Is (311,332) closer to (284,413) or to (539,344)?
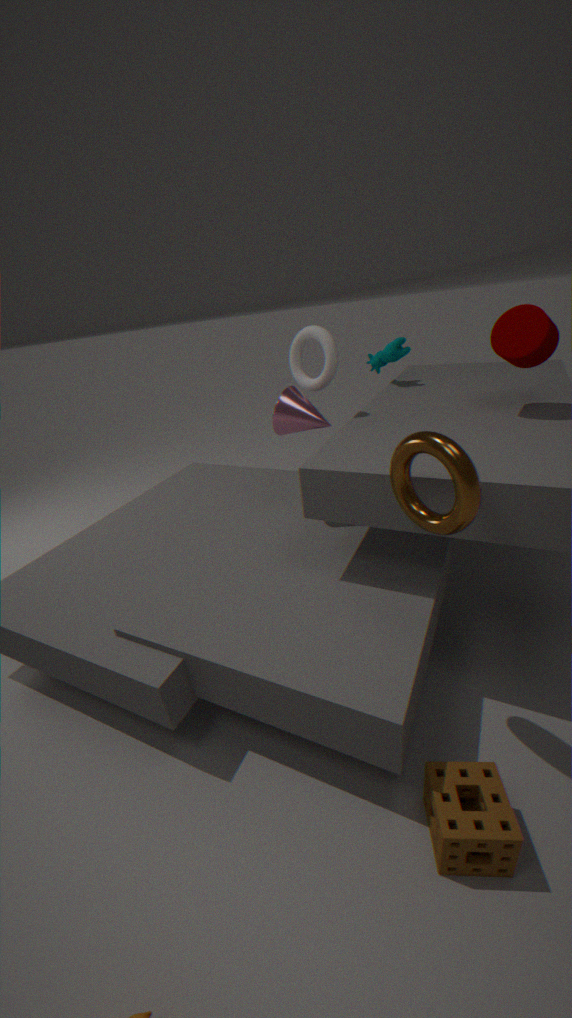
(284,413)
